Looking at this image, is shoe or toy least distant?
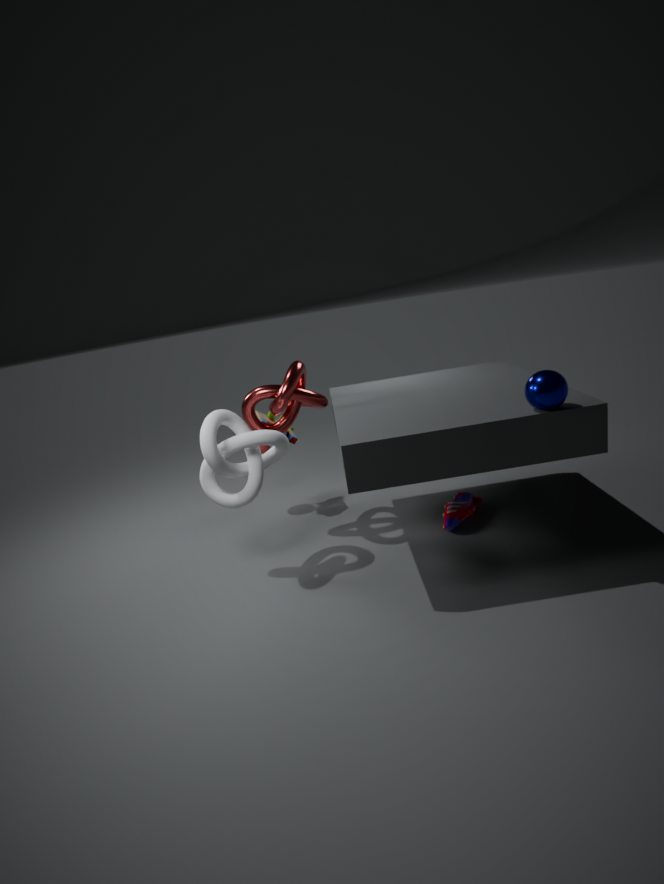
shoe
